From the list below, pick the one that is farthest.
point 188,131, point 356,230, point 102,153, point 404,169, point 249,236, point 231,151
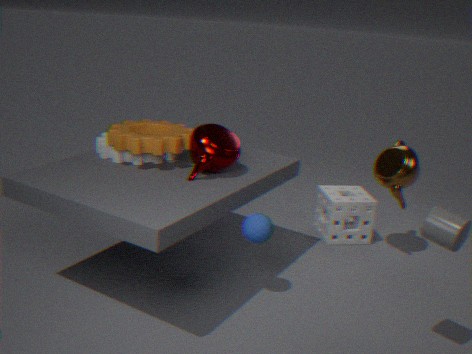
point 356,230
